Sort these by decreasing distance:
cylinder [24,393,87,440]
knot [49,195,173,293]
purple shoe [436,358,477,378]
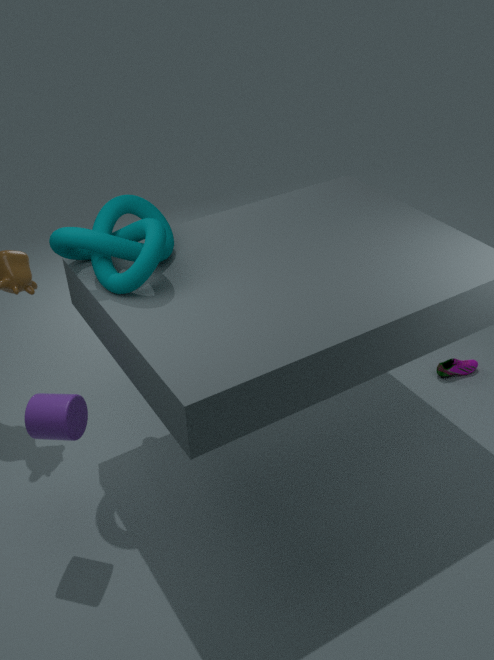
purple shoe [436,358,477,378], knot [49,195,173,293], cylinder [24,393,87,440]
